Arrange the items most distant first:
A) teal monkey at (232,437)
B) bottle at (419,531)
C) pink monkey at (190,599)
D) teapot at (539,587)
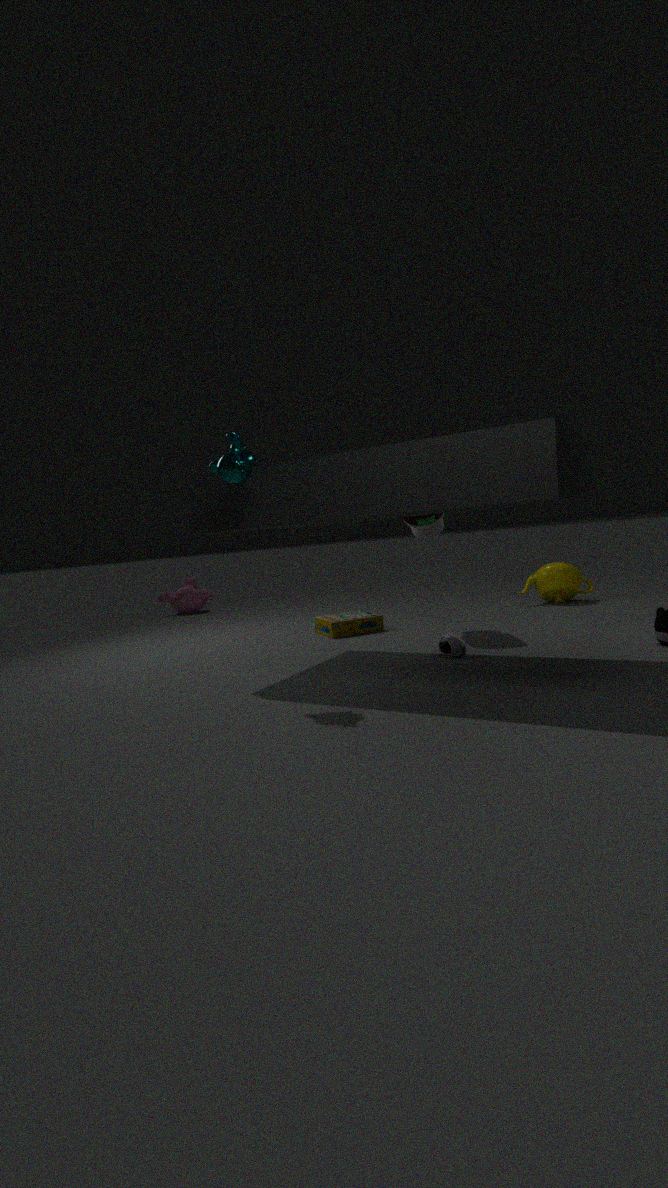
pink monkey at (190,599) → teapot at (539,587) → bottle at (419,531) → teal monkey at (232,437)
